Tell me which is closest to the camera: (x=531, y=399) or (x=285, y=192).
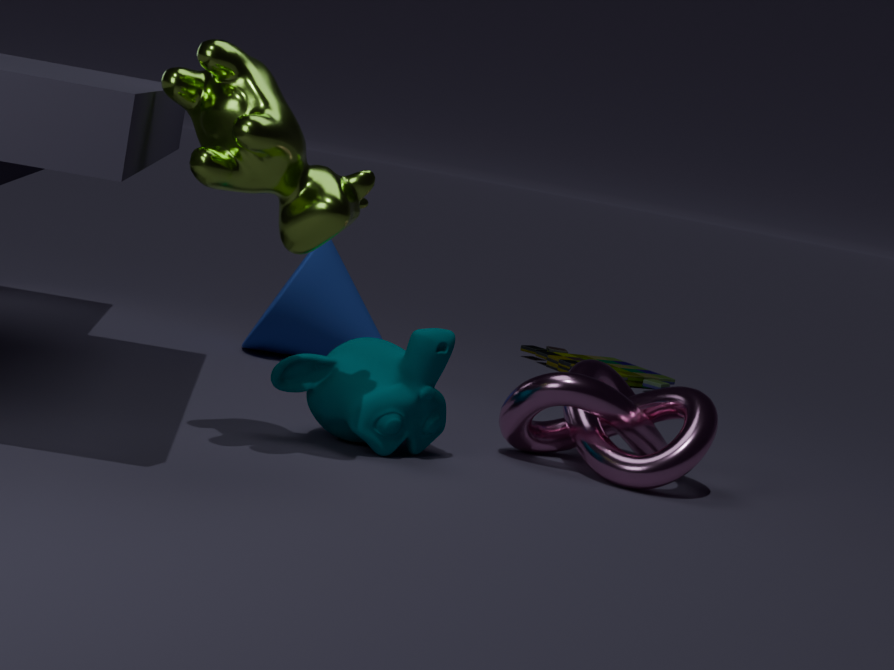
(x=285, y=192)
